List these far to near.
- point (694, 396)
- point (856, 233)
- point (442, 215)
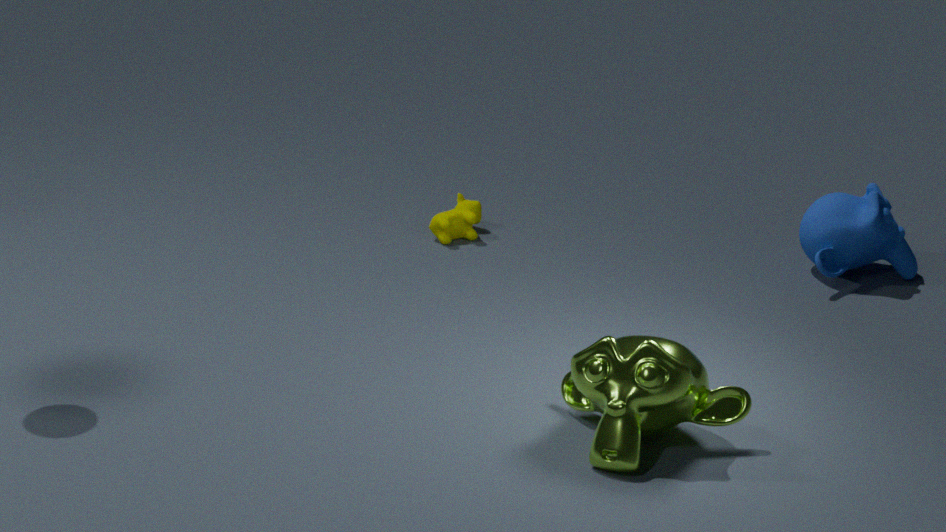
1. point (442, 215)
2. point (856, 233)
3. point (694, 396)
